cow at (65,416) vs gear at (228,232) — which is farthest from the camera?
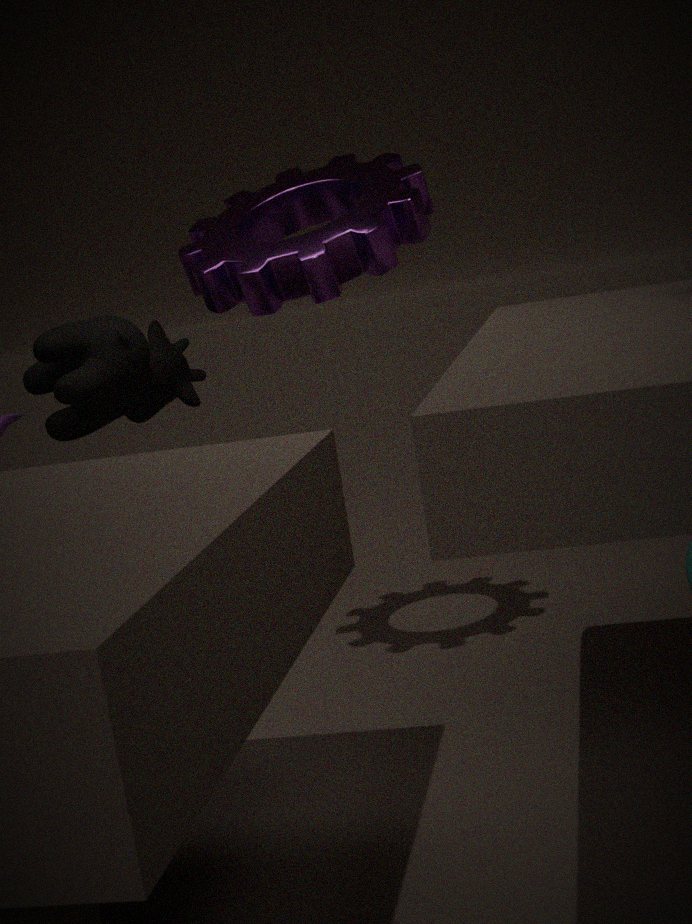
cow at (65,416)
